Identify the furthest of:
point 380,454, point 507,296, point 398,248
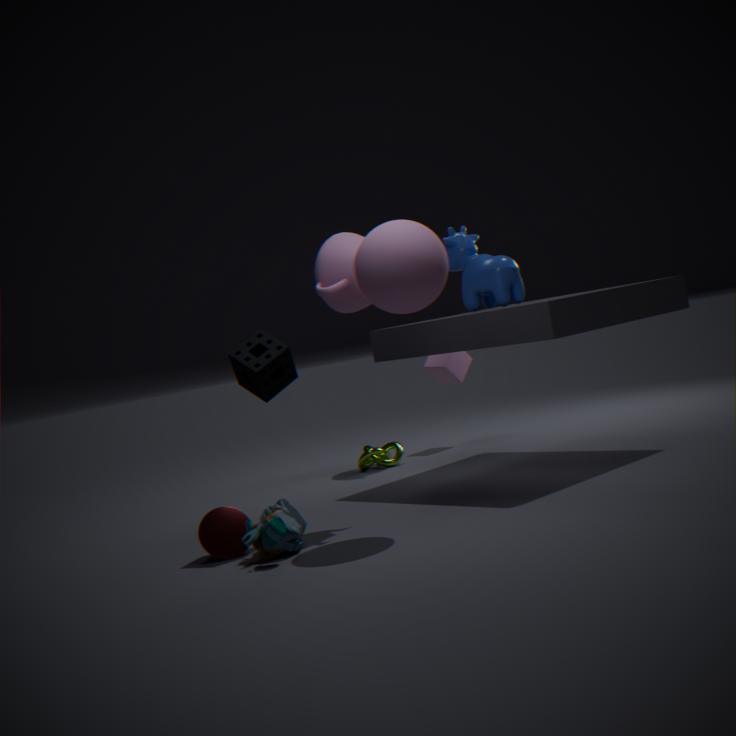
point 380,454
